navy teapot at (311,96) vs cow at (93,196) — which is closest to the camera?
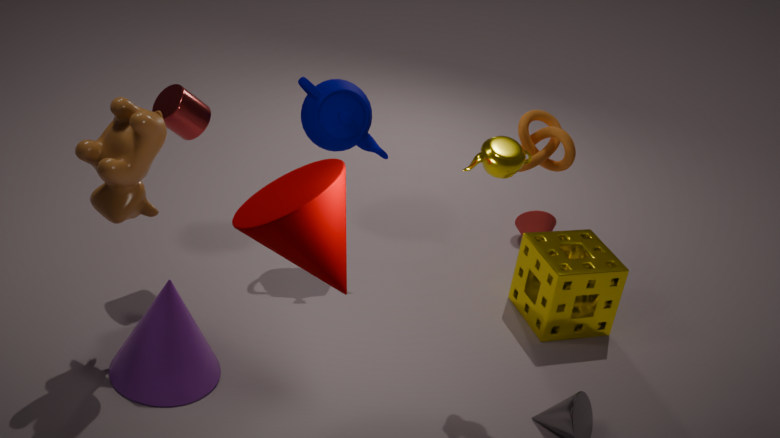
cow at (93,196)
